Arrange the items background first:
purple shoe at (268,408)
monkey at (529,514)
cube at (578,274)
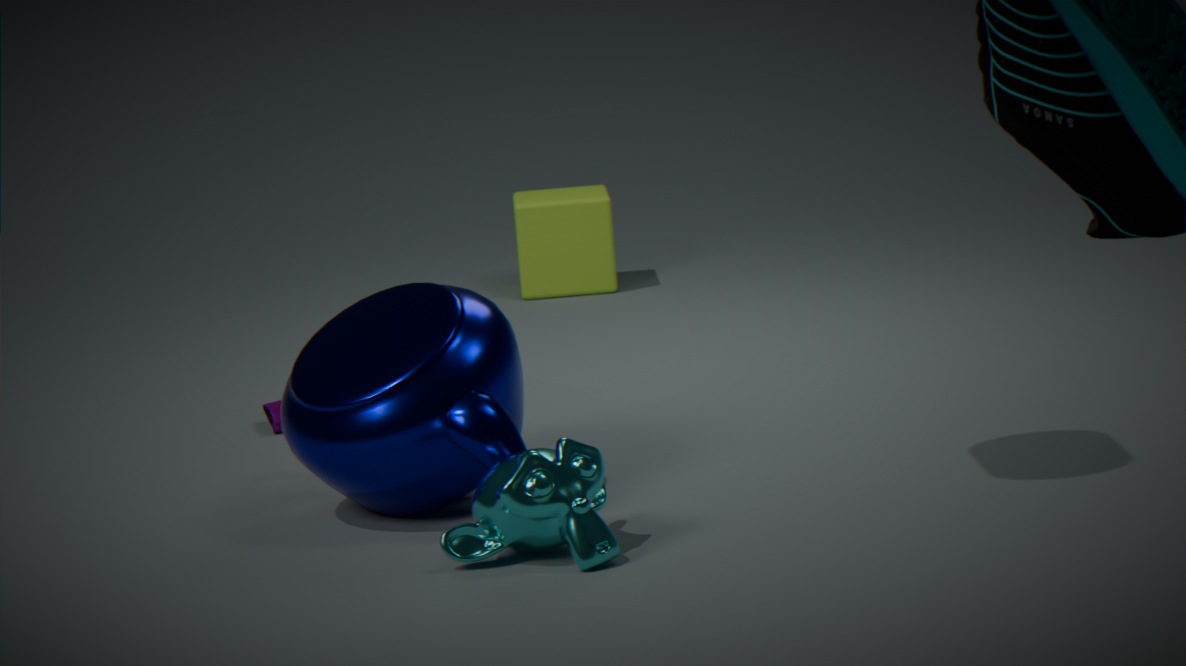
cube at (578,274) < purple shoe at (268,408) < monkey at (529,514)
